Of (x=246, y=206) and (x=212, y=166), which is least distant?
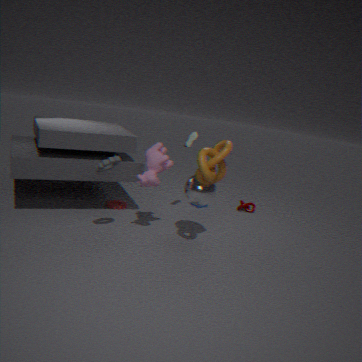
(x=212, y=166)
